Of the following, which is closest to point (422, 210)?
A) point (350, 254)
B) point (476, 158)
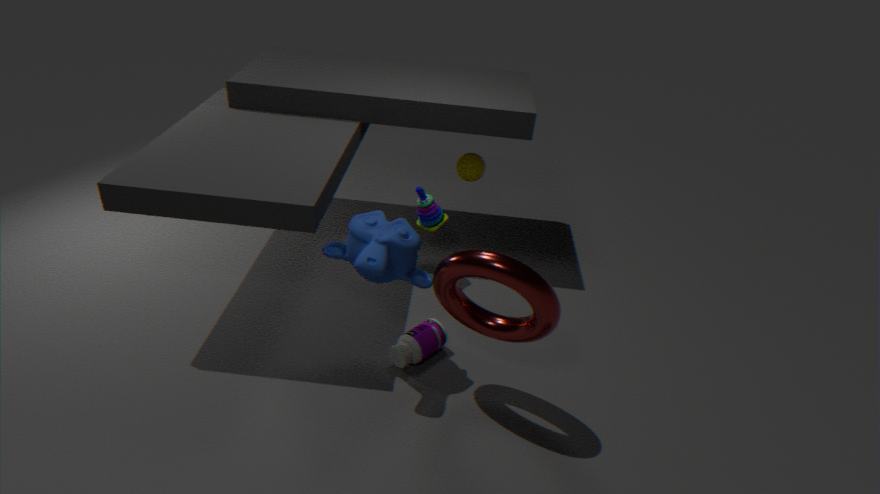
point (476, 158)
